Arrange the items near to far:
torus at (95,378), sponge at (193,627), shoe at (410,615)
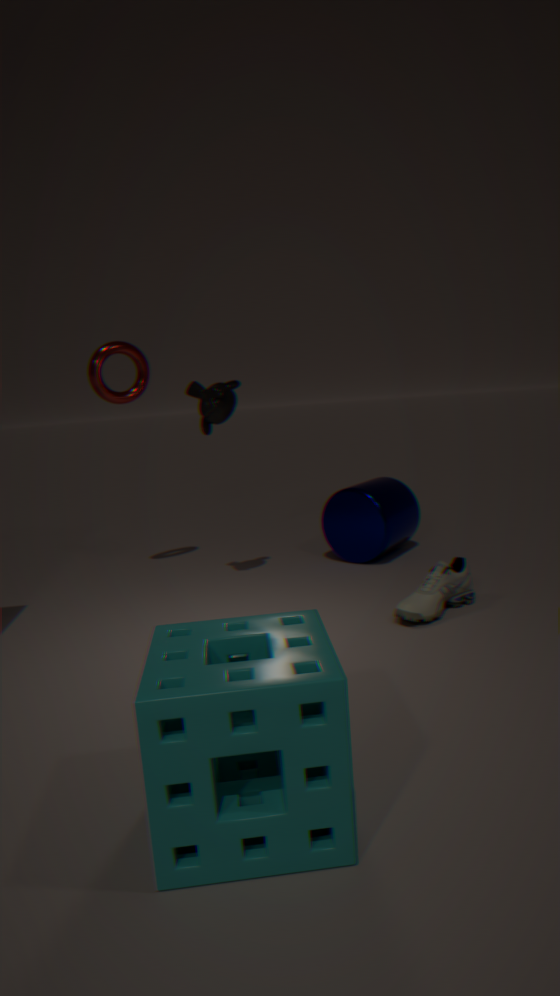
1. sponge at (193,627)
2. shoe at (410,615)
3. torus at (95,378)
